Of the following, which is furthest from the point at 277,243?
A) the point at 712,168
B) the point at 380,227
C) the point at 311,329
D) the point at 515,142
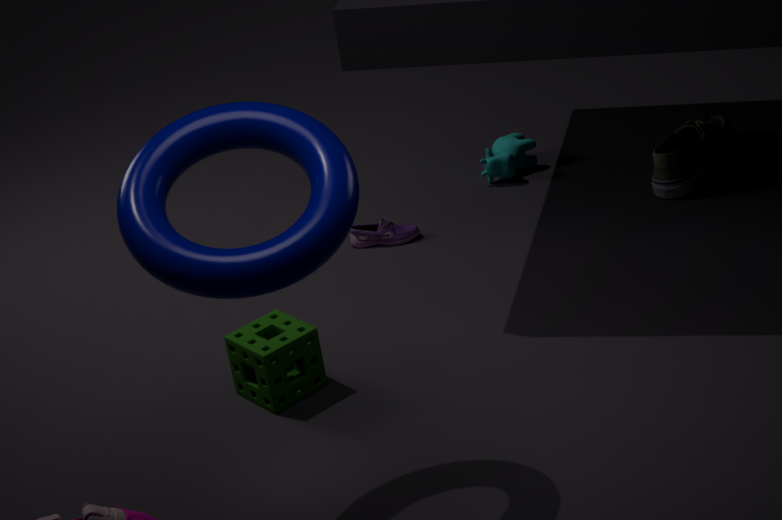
the point at 712,168
